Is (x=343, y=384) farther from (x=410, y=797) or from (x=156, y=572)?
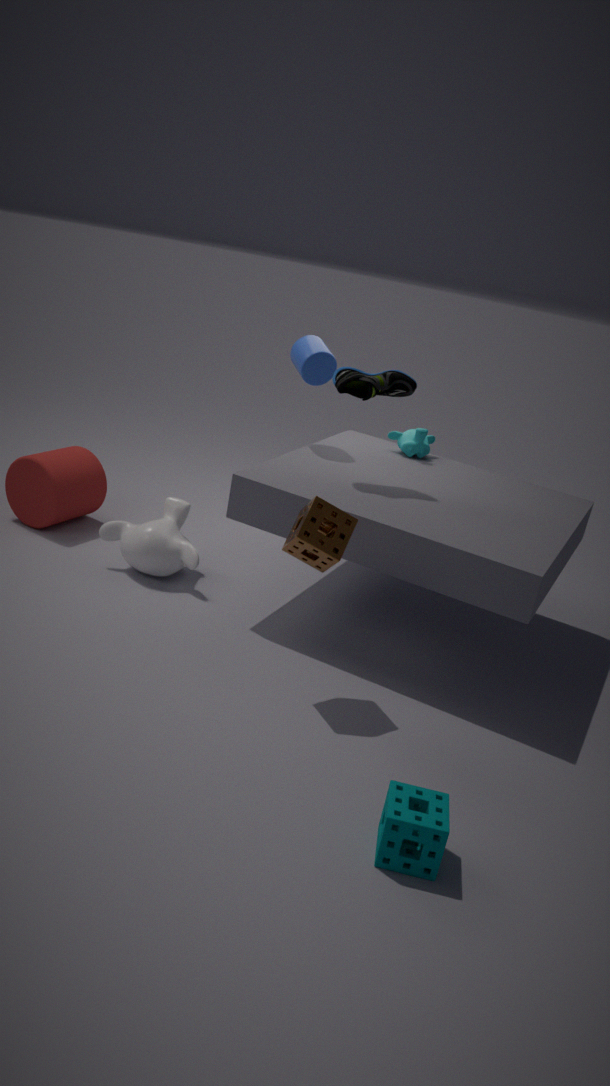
(x=410, y=797)
